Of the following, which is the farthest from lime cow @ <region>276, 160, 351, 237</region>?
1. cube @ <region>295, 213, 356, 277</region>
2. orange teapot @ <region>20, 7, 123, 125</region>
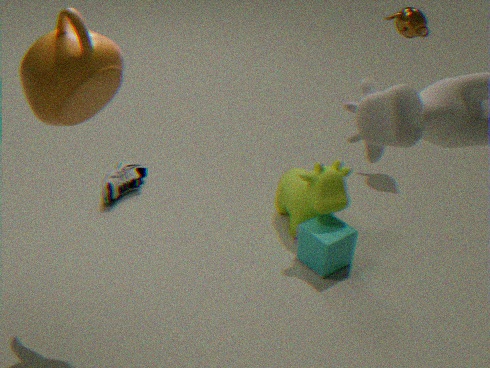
A: orange teapot @ <region>20, 7, 123, 125</region>
